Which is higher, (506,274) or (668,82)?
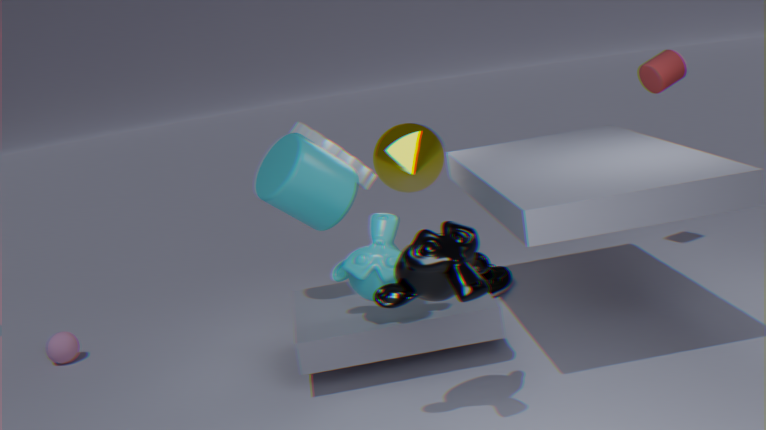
(668,82)
